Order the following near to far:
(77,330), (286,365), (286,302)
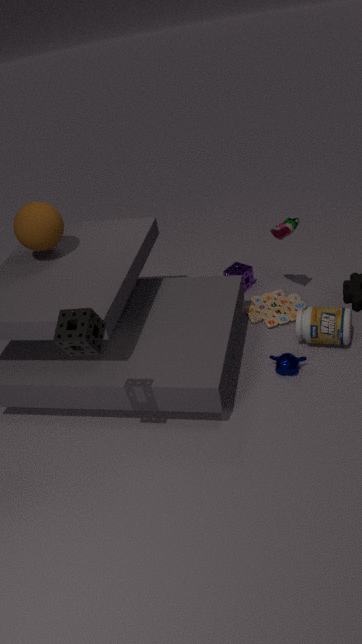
(77,330) < (286,365) < (286,302)
